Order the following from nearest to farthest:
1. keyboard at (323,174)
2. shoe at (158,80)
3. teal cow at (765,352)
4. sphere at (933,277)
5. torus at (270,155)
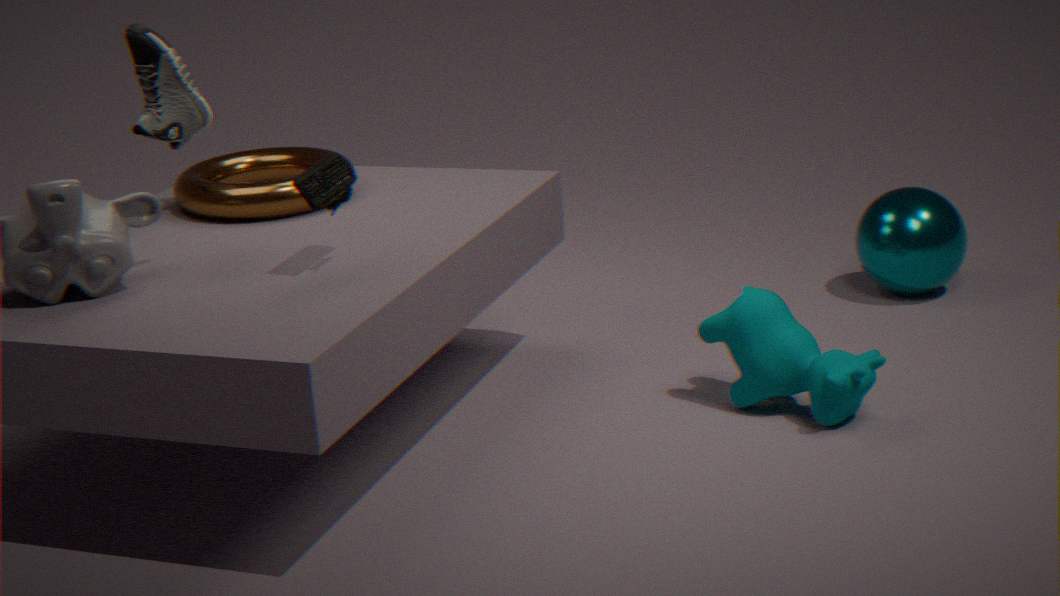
keyboard at (323,174) < teal cow at (765,352) < shoe at (158,80) < torus at (270,155) < sphere at (933,277)
